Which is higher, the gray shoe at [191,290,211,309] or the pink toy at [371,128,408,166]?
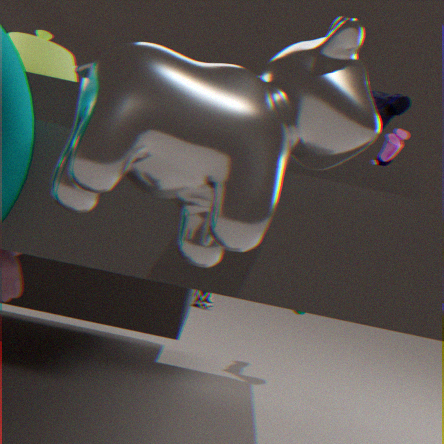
the pink toy at [371,128,408,166]
